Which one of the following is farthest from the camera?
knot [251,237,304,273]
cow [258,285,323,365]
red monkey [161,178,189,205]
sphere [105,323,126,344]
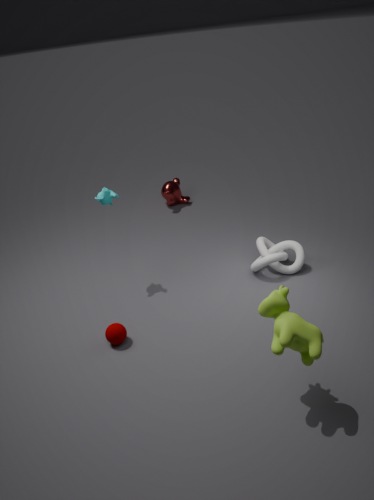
red monkey [161,178,189,205]
